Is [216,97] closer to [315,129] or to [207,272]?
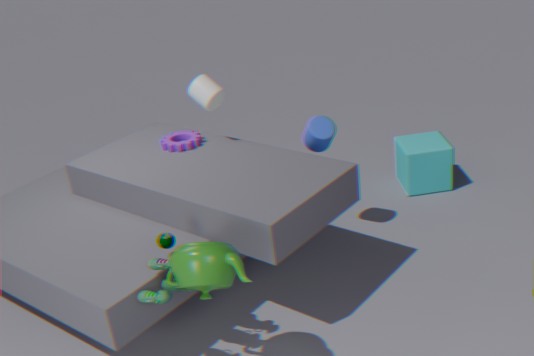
[315,129]
